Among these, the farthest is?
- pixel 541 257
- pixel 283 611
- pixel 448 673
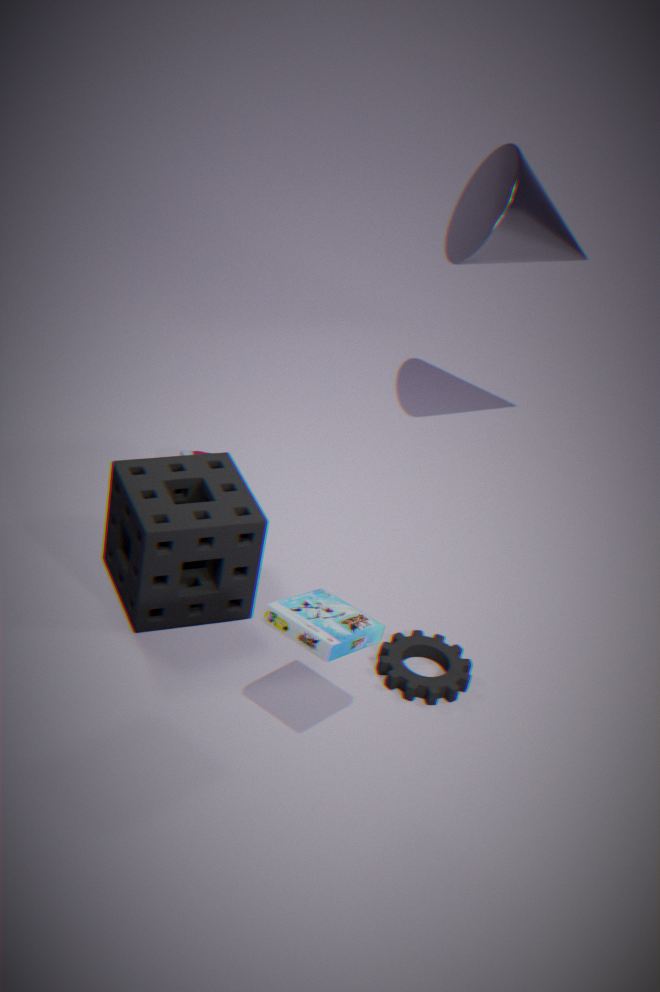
pixel 541 257
